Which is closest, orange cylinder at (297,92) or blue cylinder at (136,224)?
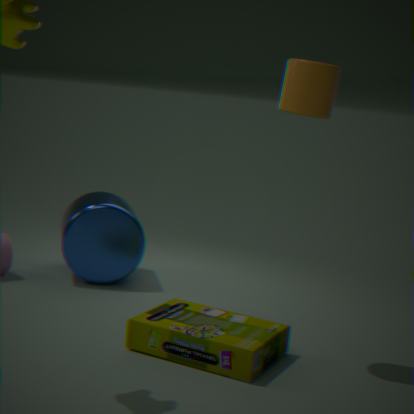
orange cylinder at (297,92)
